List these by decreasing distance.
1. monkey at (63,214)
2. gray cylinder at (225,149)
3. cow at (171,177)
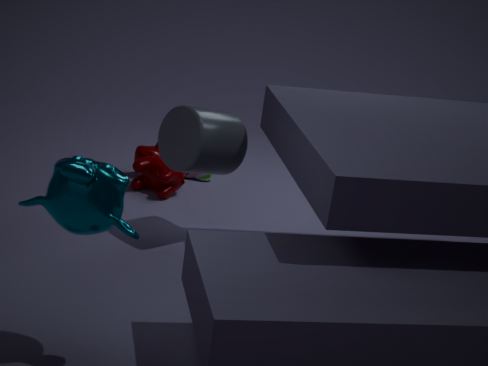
cow at (171,177) → gray cylinder at (225,149) → monkey at (63,214)
